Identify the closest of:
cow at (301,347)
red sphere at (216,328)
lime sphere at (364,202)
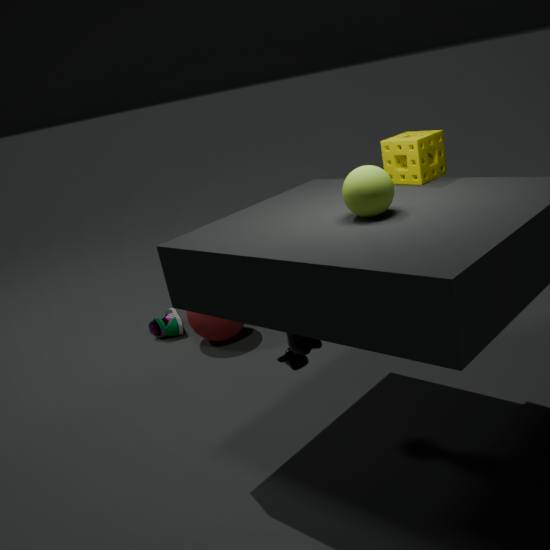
lime sphere at (364,202)
